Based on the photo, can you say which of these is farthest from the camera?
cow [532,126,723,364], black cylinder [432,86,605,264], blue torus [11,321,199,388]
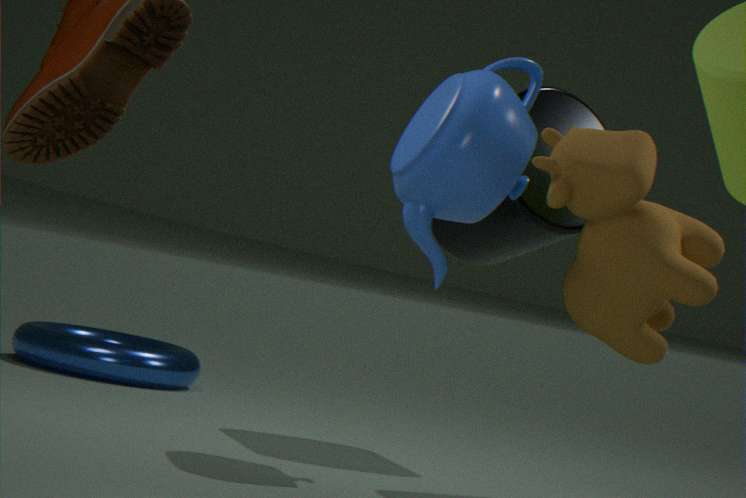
blue torus [11,321,199,388]
